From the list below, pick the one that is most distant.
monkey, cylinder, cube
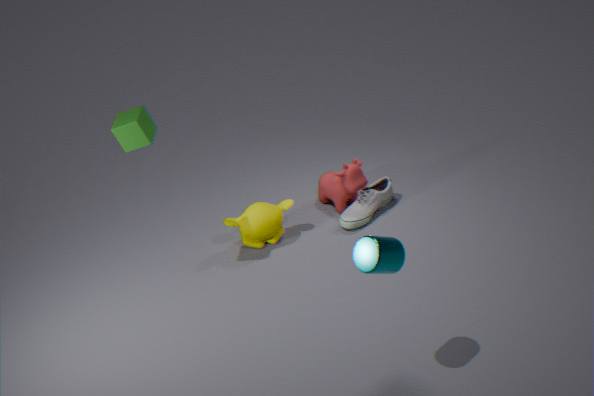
monkey
